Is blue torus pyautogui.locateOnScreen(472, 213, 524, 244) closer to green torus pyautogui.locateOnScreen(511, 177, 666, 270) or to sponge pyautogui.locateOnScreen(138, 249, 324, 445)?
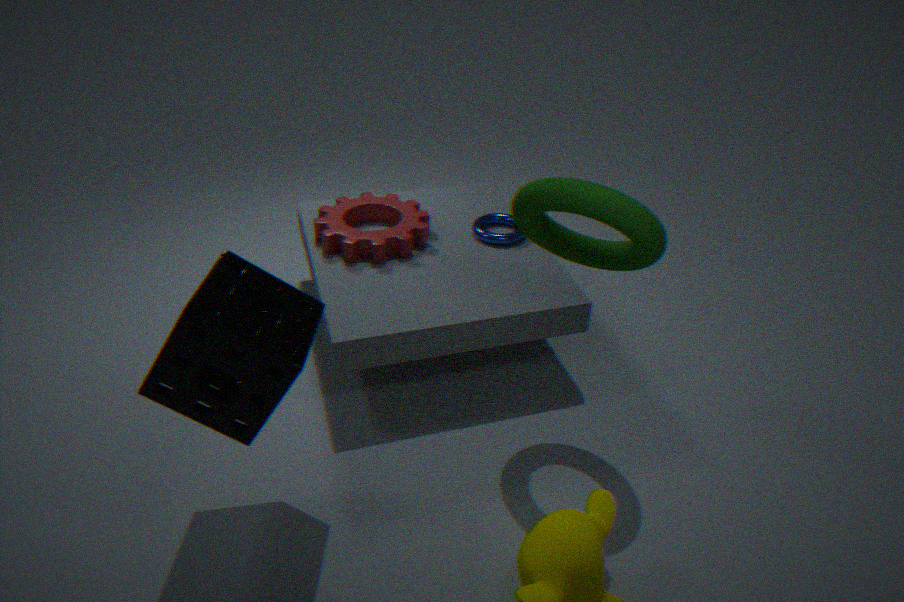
green torus pyautogui.locateOnScreen(511, 177, 666, 270)
